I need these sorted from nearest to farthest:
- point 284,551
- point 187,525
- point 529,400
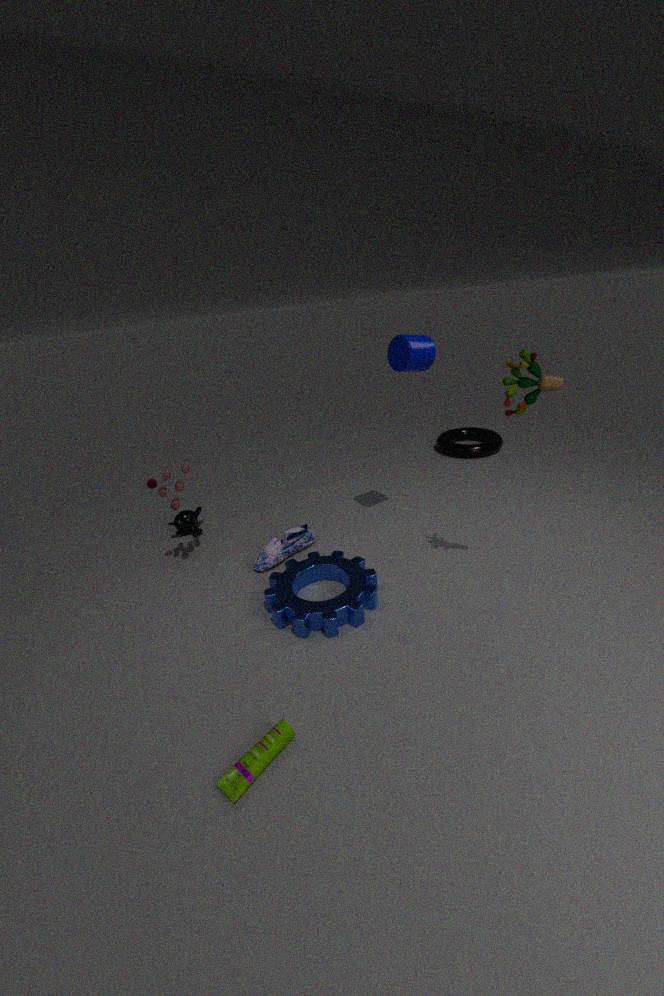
point 529,400 < point 284,551 < point 187,525
